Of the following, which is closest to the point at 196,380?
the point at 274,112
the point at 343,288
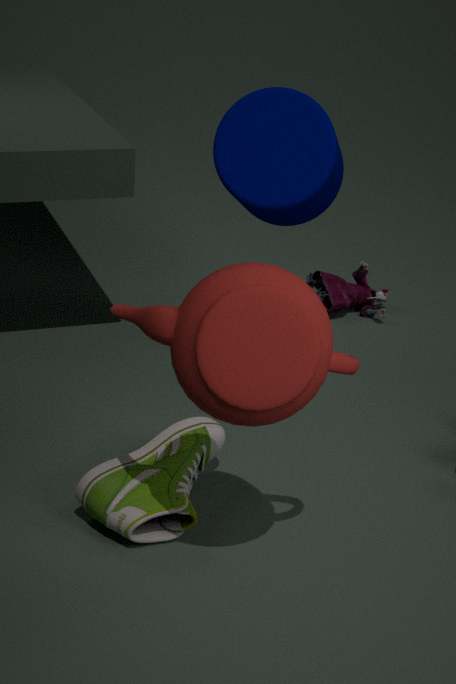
the point at 274,112
